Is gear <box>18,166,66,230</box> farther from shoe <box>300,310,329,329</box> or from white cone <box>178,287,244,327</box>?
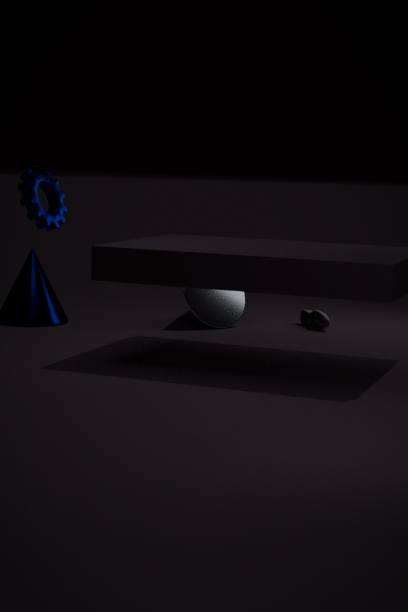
shoe <box>300,310,329,329</box>
